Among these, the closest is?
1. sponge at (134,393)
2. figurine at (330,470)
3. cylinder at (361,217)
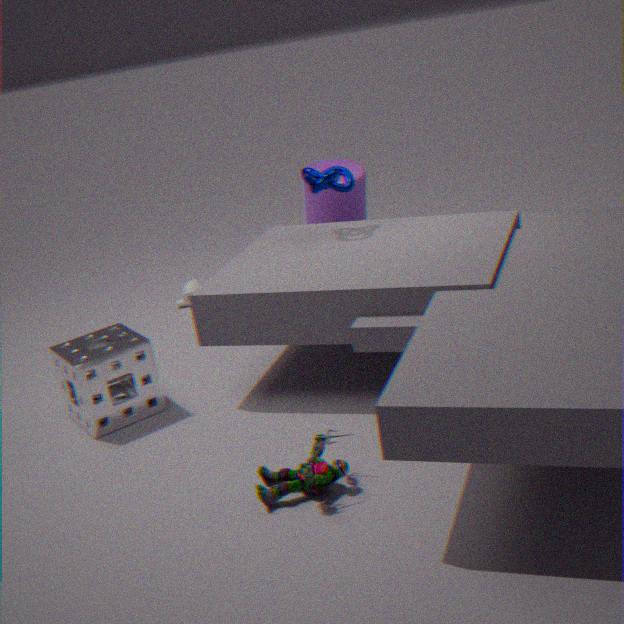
figurine at (330,470)
